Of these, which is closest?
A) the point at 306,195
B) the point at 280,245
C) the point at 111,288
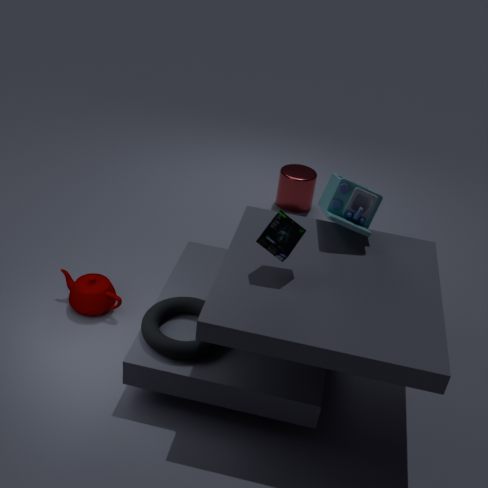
the point at 280,245
